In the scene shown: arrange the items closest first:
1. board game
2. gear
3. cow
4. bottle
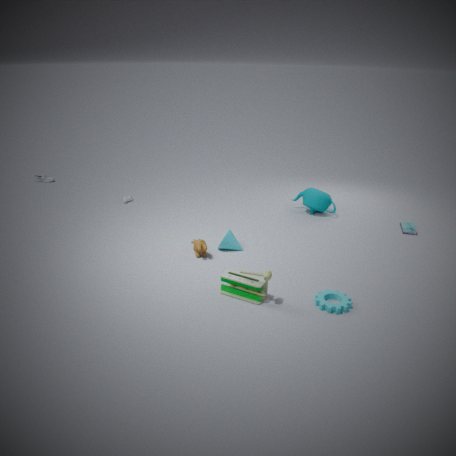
1. gear
2. cow
3. board game
4. bottle
